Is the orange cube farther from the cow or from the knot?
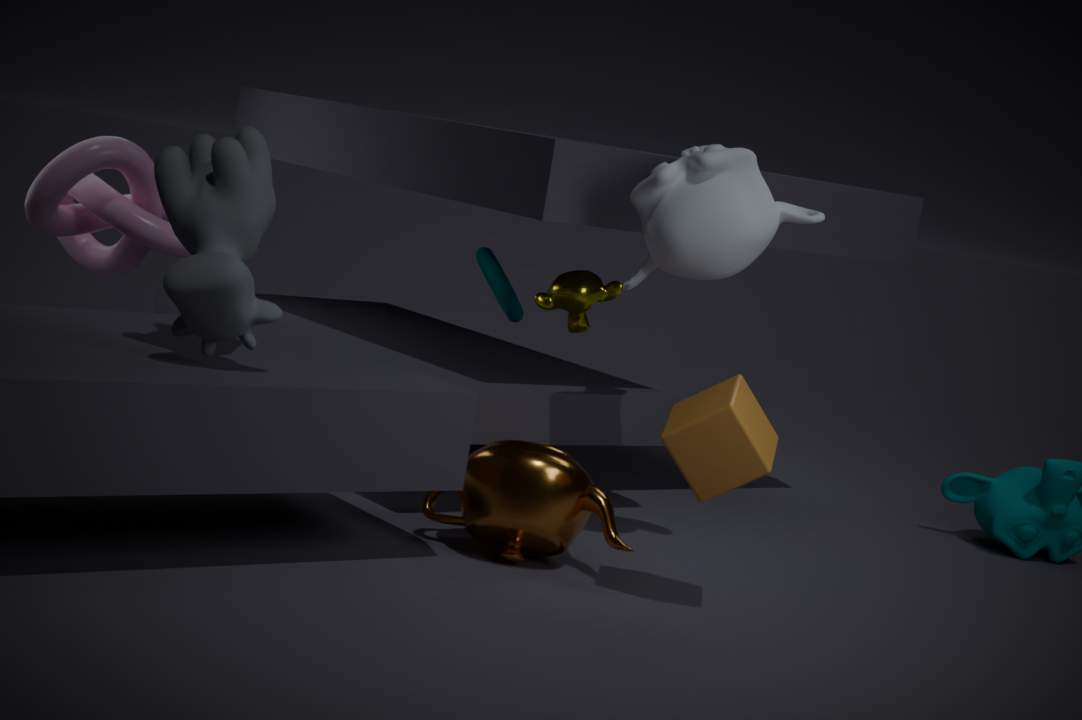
the knot
